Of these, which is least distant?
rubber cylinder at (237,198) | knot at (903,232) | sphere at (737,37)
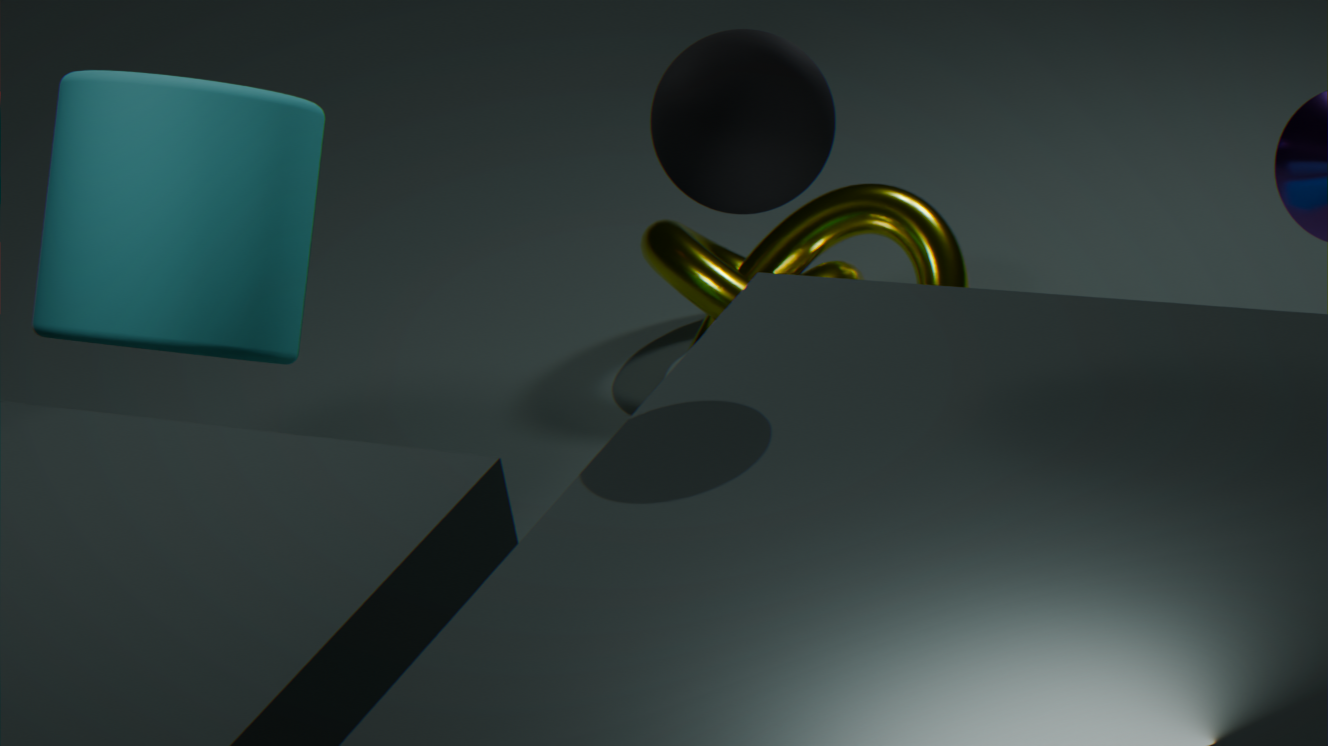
sphere at (737,37)
